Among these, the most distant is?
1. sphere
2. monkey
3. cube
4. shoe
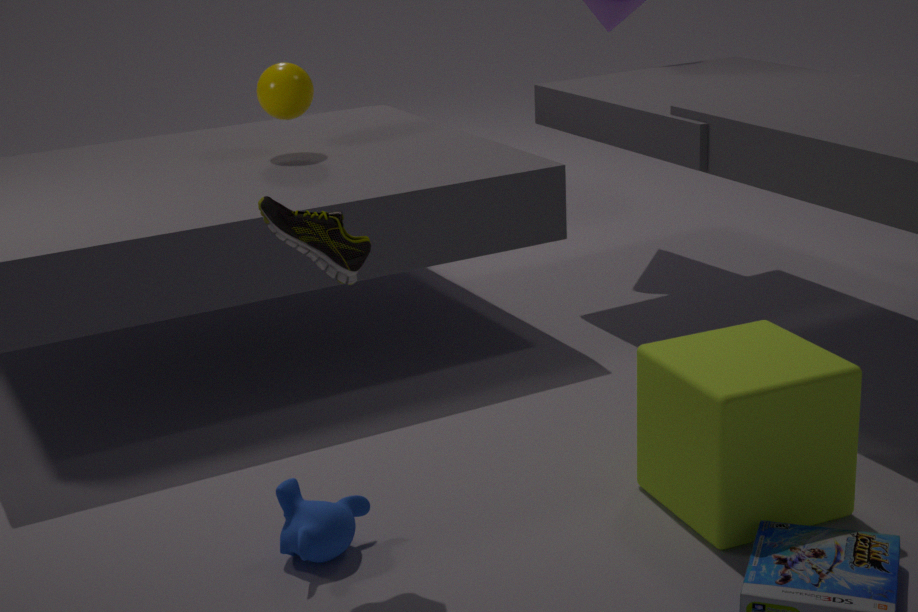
sphere
